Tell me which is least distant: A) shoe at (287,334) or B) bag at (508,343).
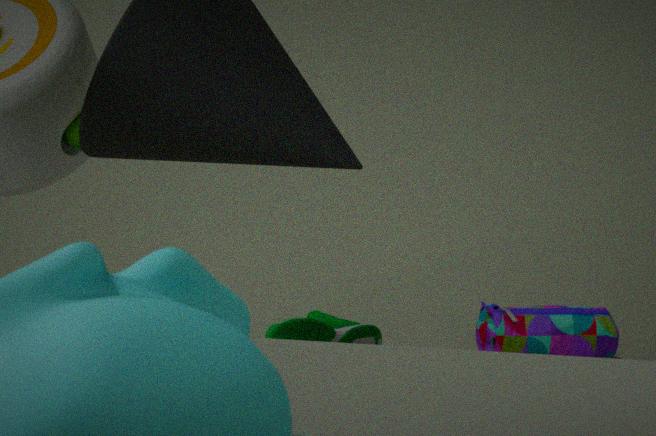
A. shoe at (287,334)
